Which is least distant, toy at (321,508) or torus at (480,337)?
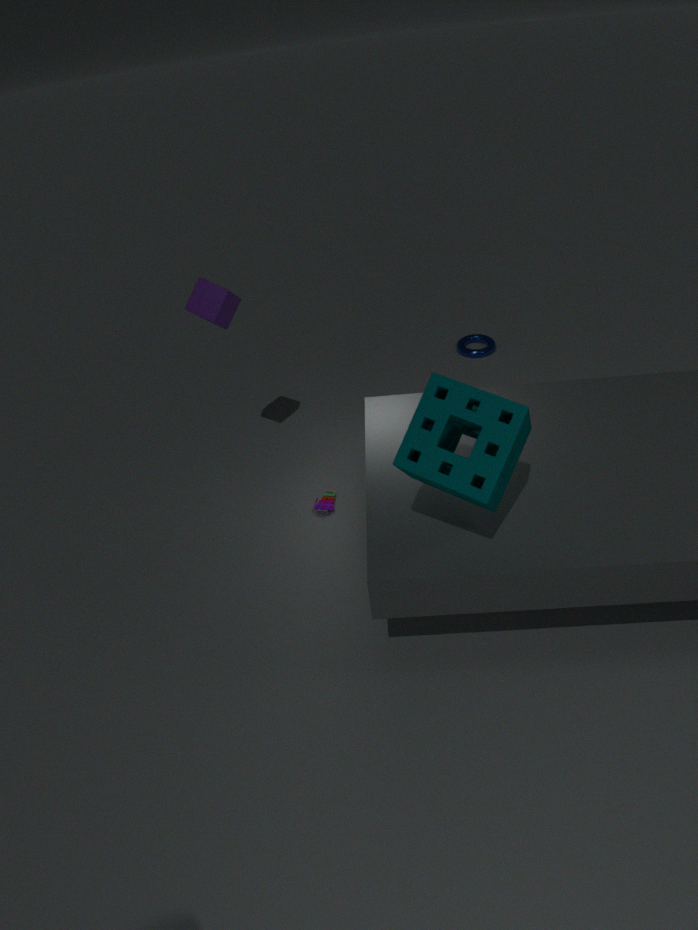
toy at (321,508)
